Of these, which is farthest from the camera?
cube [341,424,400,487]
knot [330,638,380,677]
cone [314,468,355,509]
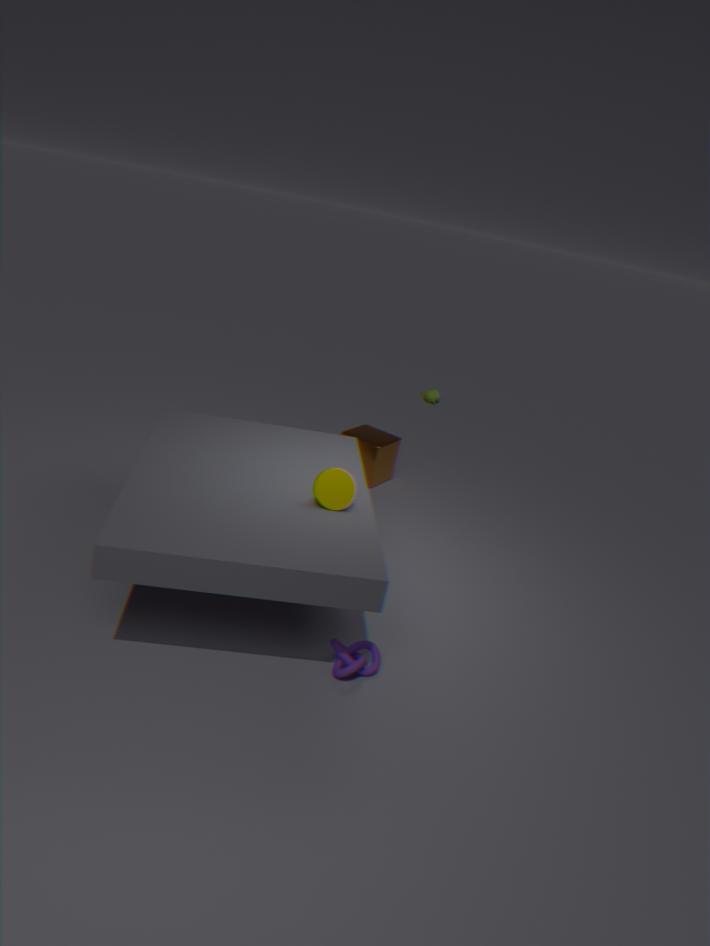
cube [341,424,400,487]
